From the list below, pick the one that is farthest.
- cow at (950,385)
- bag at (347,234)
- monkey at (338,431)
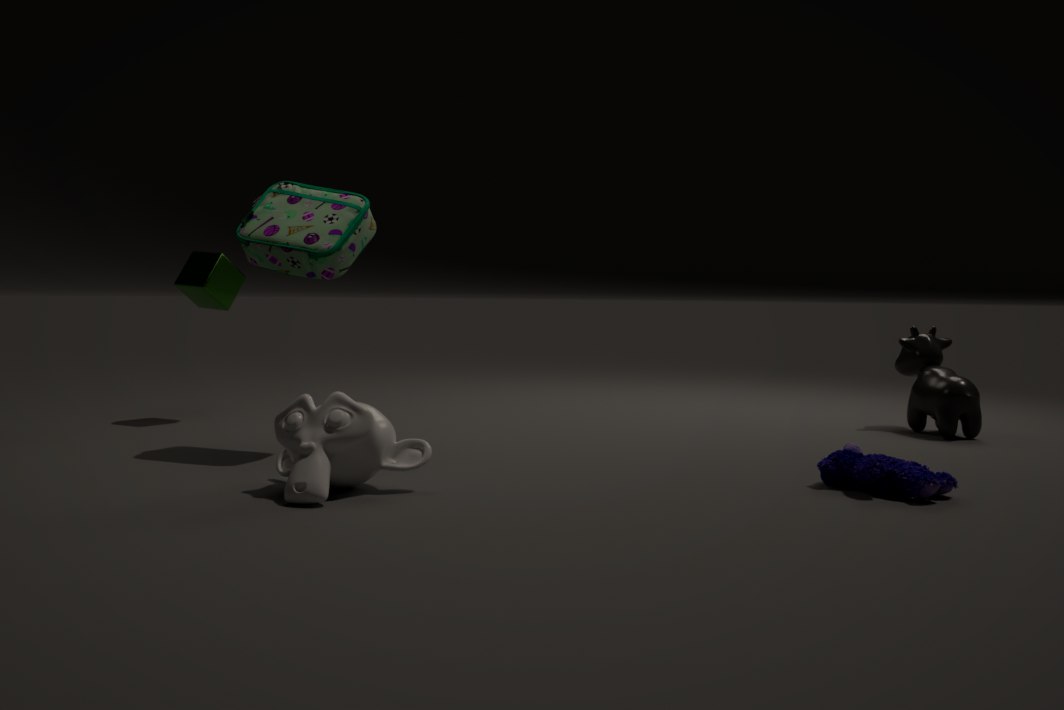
cow at (950,385)
